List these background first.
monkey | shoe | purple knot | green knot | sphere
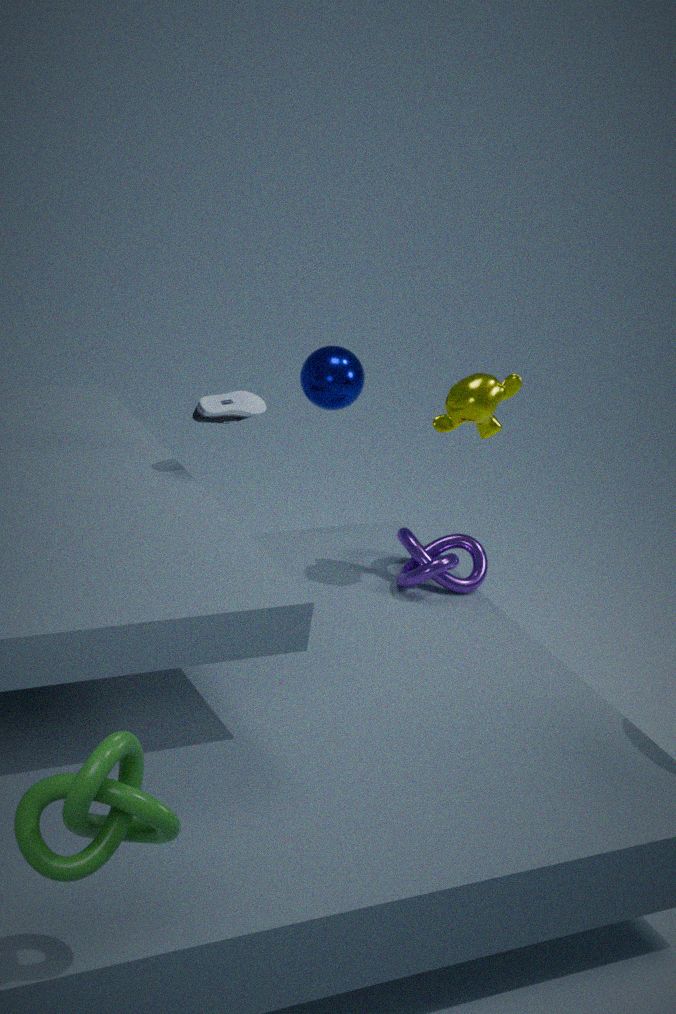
sphere < purple knot < monkey < shoe < green knot
